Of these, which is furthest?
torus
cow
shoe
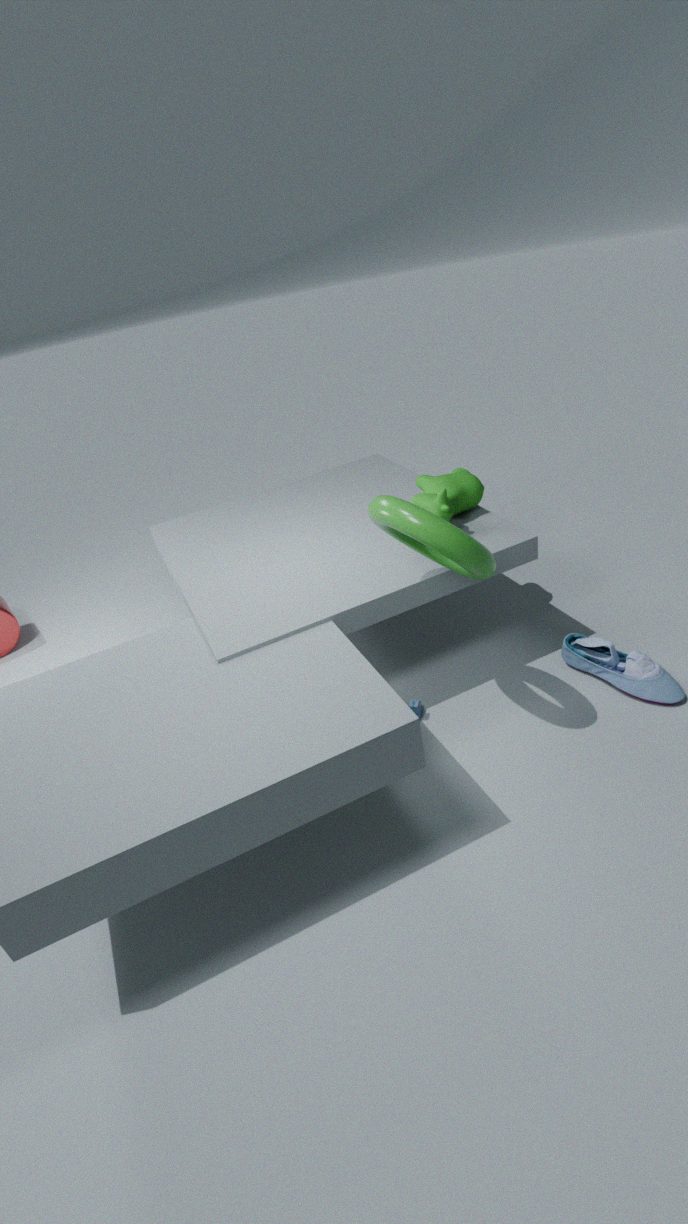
cow
